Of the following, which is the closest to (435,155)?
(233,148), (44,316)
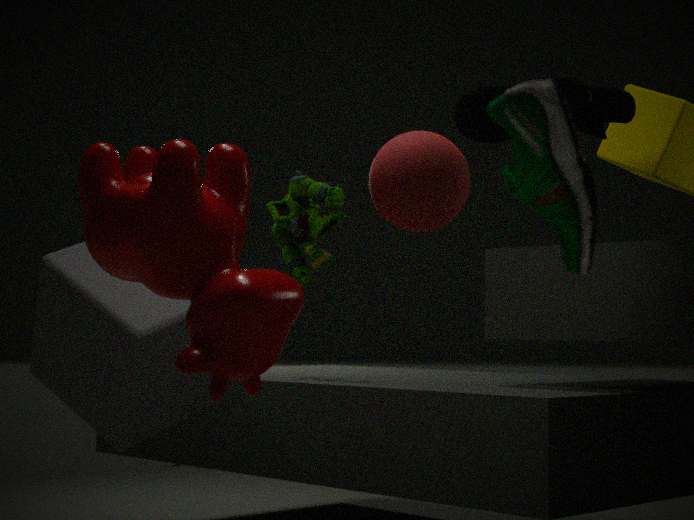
(233,148)
